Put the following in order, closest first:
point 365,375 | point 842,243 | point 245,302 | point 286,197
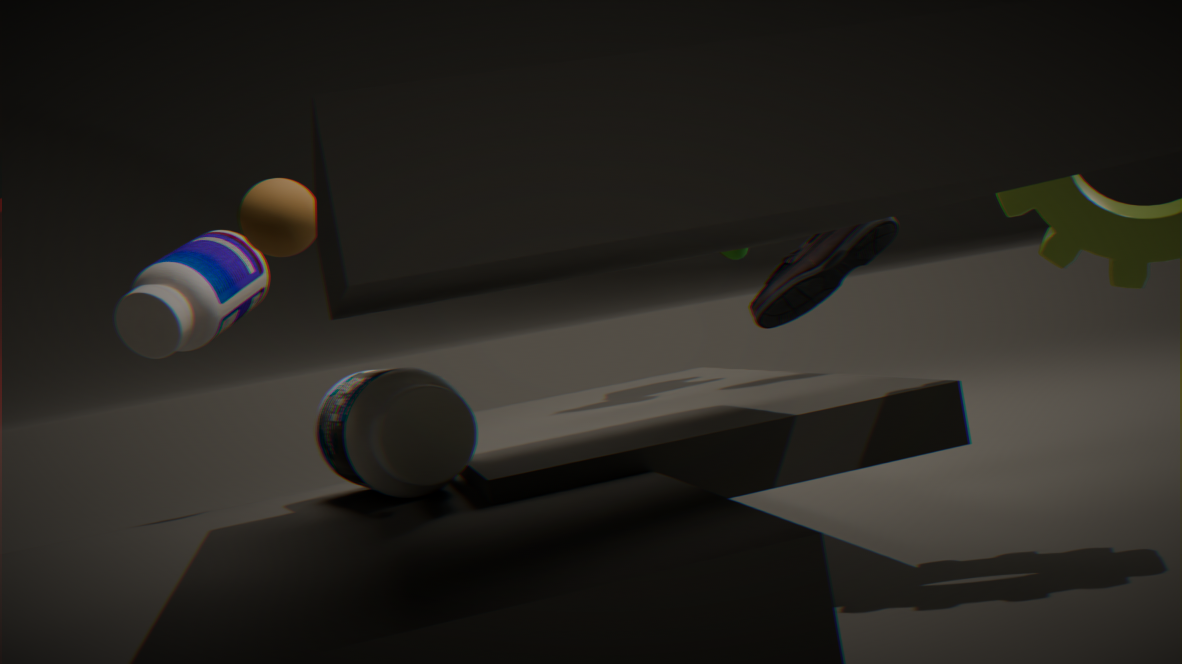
point 365,375, point 286,197, point 842,243, point 245,302
